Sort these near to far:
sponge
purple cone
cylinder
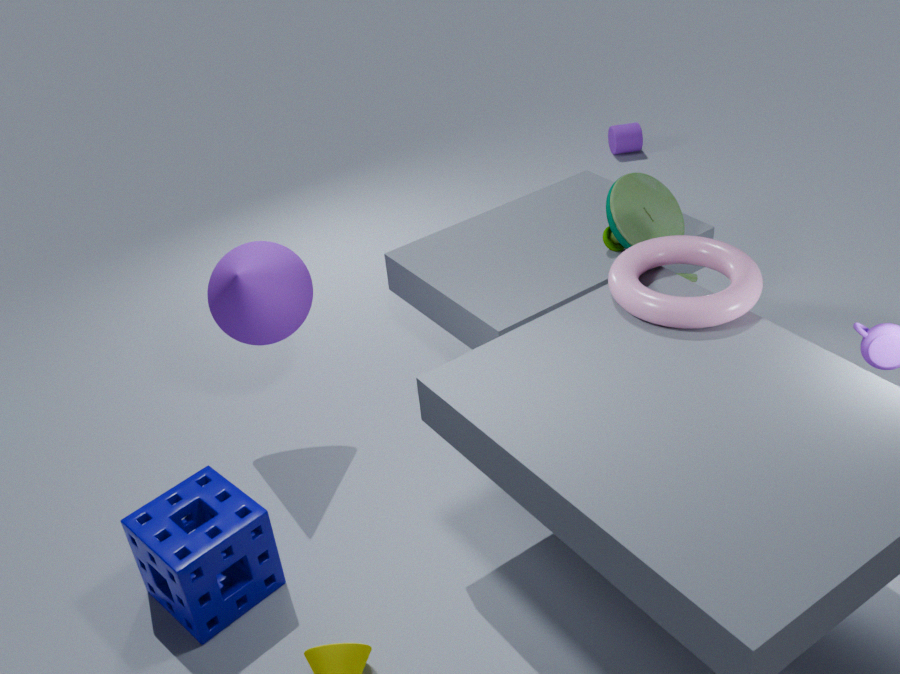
sponge → purple cone → cylinder
